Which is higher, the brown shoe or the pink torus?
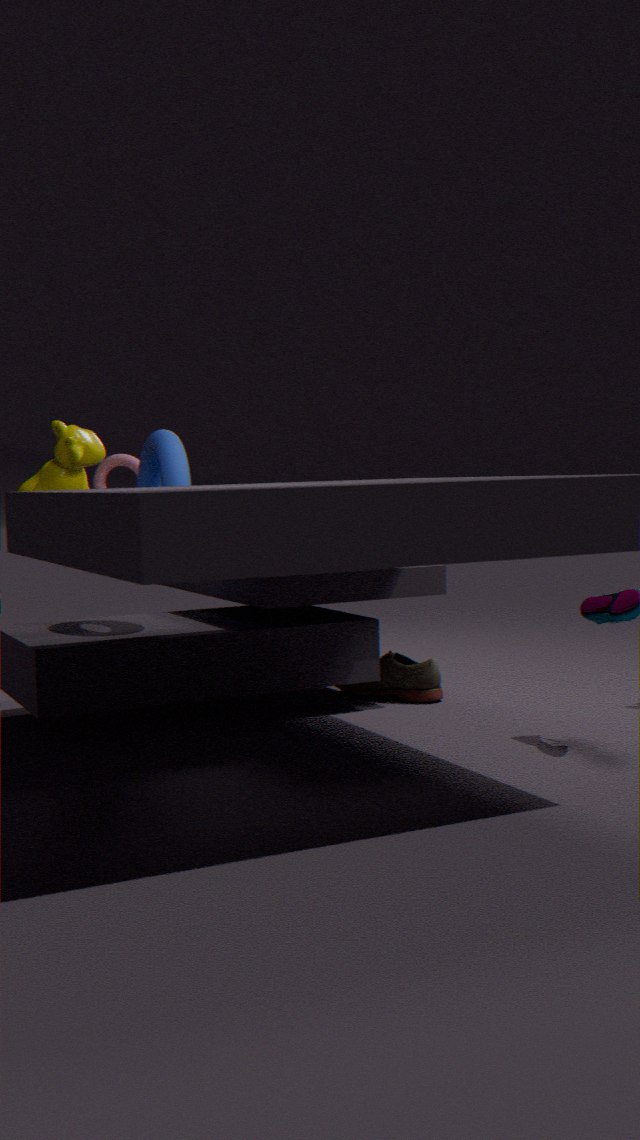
the pink torus
